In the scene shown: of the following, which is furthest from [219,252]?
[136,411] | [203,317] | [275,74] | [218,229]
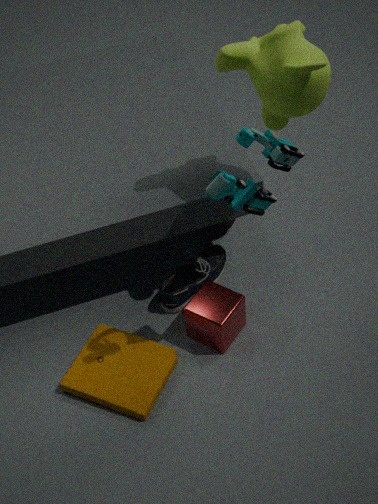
[275,74]
